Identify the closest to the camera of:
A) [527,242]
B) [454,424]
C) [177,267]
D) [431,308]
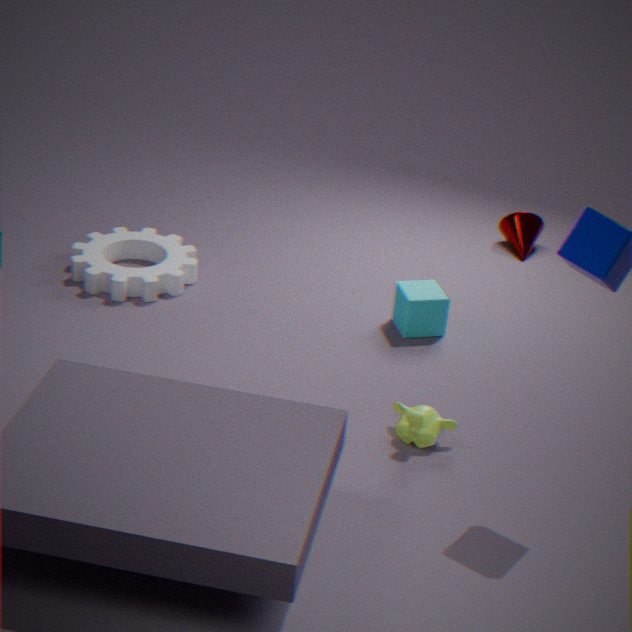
[454,424]
